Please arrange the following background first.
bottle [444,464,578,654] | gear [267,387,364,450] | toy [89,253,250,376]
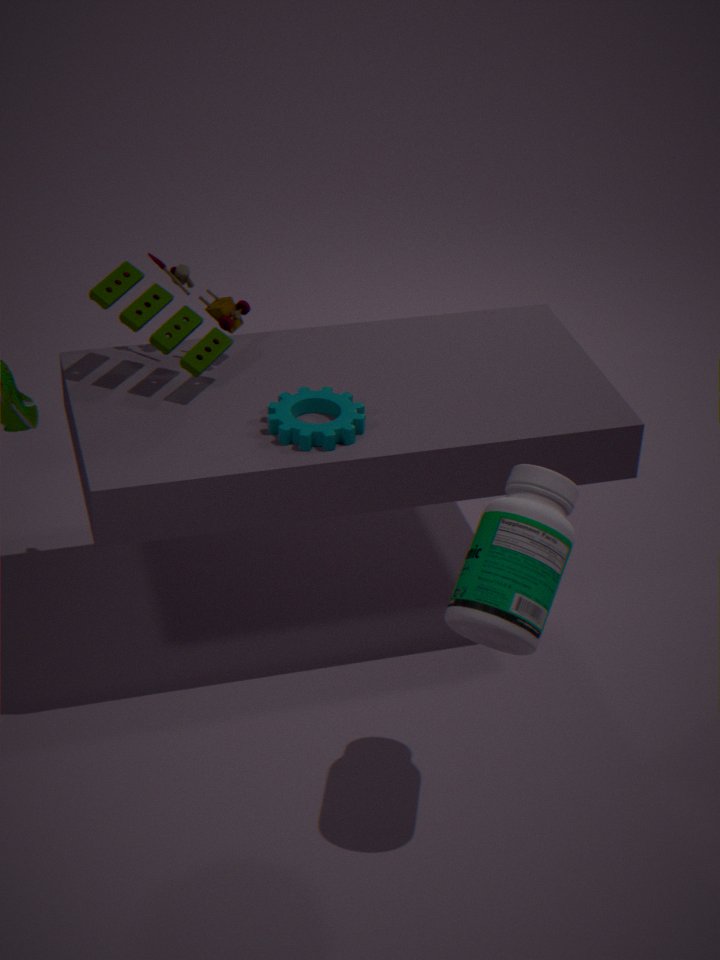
toy [89,253,250,376]
gear [267,387,364,450]
bottle [444,464,578,654]
